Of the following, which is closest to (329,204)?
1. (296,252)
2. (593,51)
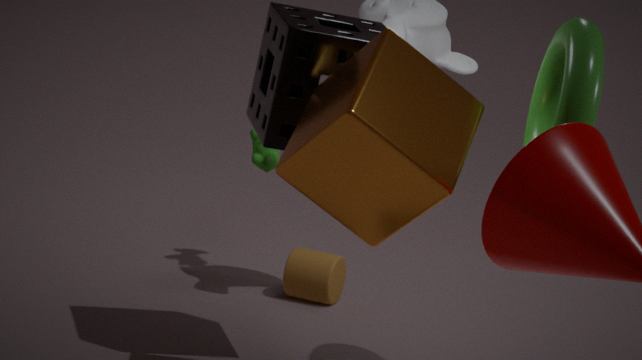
(593,51)
